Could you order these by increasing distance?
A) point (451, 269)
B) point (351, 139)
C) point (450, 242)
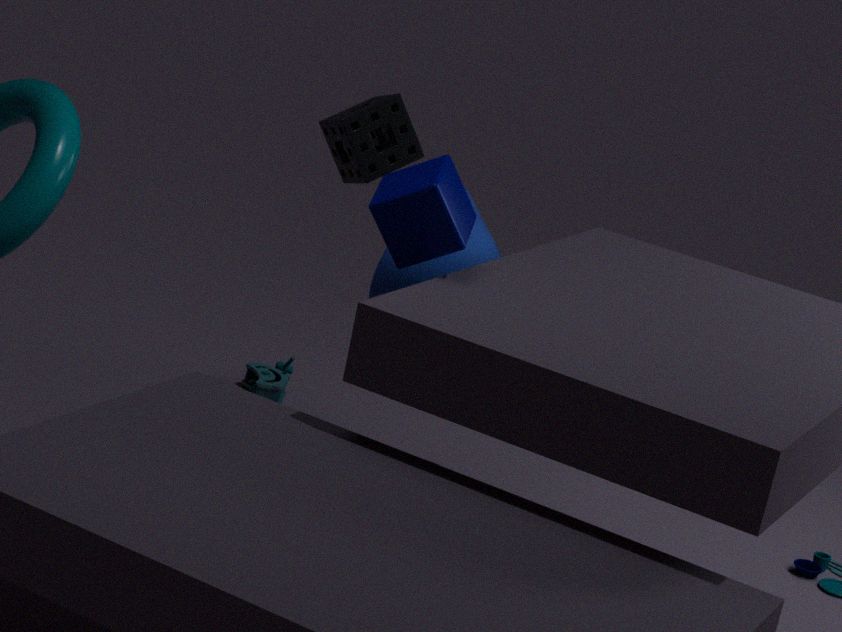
point (450, 242) < point (351, 139) < point (451, 269)
